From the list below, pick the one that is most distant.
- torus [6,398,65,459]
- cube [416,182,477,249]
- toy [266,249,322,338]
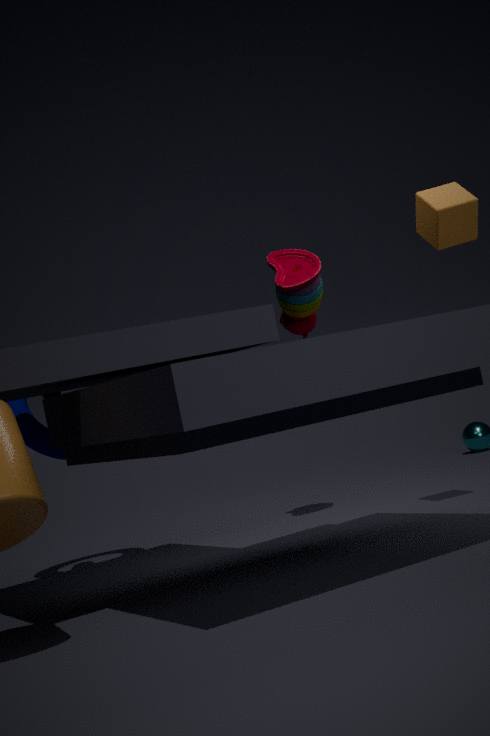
toy [266,249,322,338]
